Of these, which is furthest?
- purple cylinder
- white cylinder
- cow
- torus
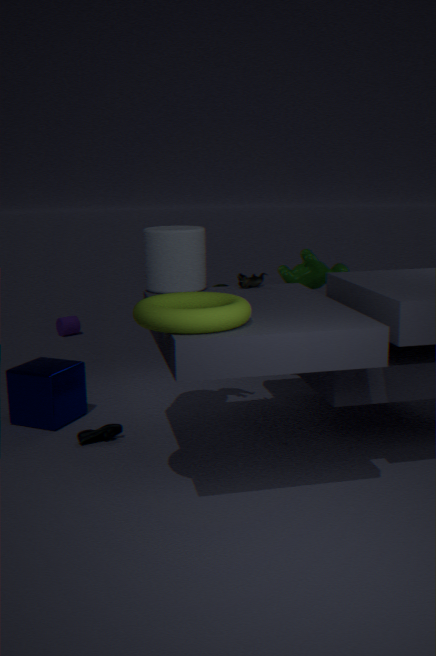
purple cylinder
